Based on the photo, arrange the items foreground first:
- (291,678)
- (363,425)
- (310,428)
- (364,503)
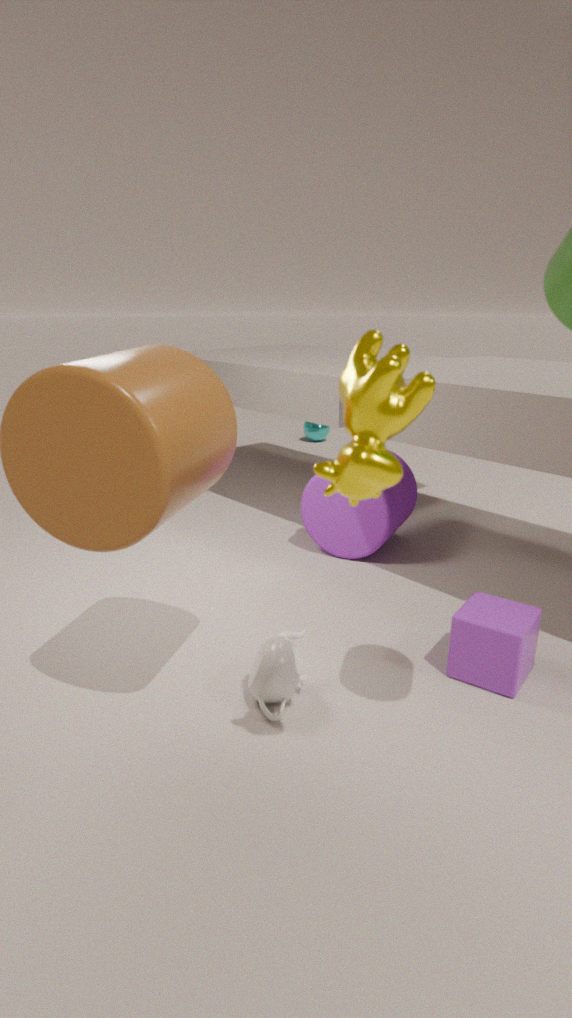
1. (363,425)
2. (291,678)
3. (364,503)
4. (310,428)
